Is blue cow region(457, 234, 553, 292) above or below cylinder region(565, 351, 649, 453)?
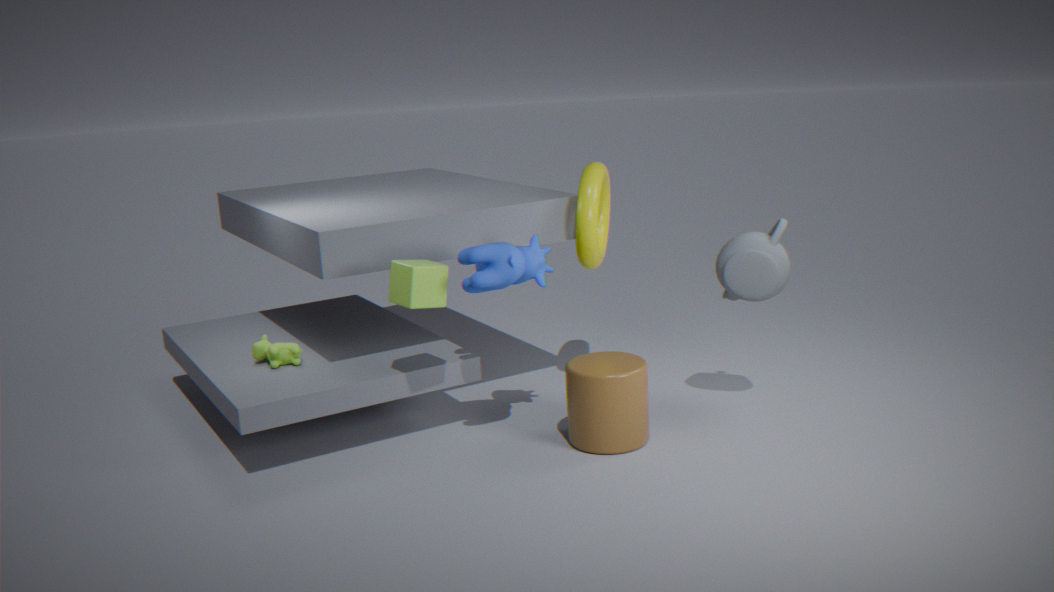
above
